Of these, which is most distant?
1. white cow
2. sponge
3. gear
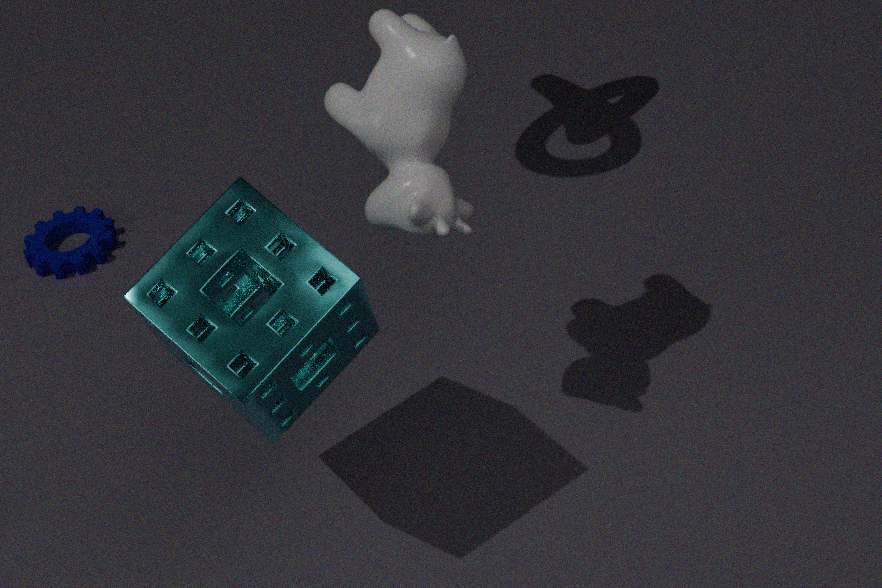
gear
